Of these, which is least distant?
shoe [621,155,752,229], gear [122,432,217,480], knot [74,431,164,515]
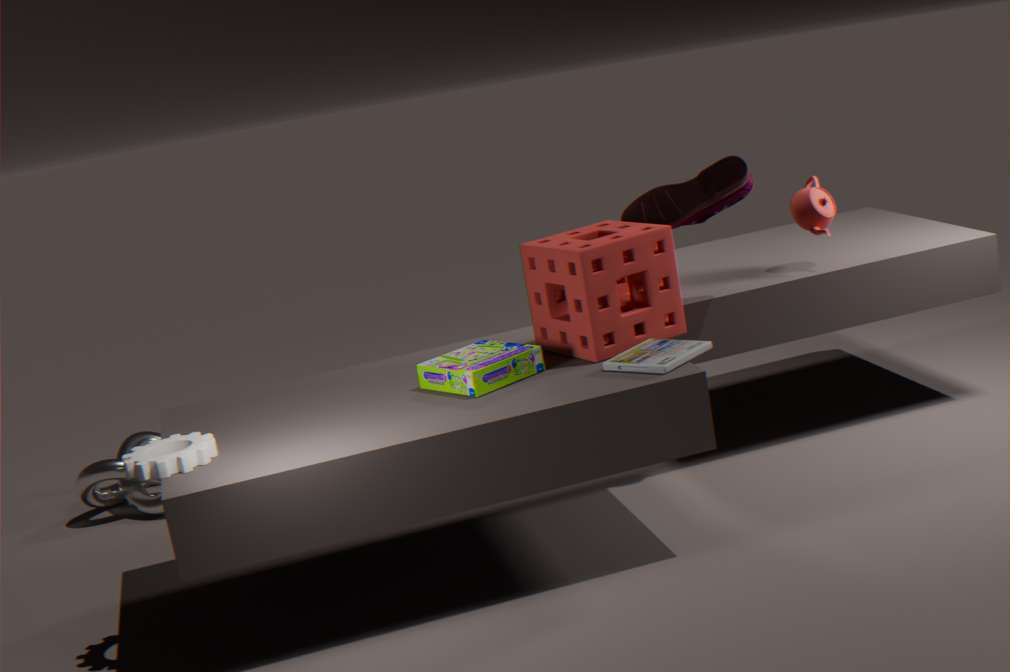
gear [122,432,217,480]
